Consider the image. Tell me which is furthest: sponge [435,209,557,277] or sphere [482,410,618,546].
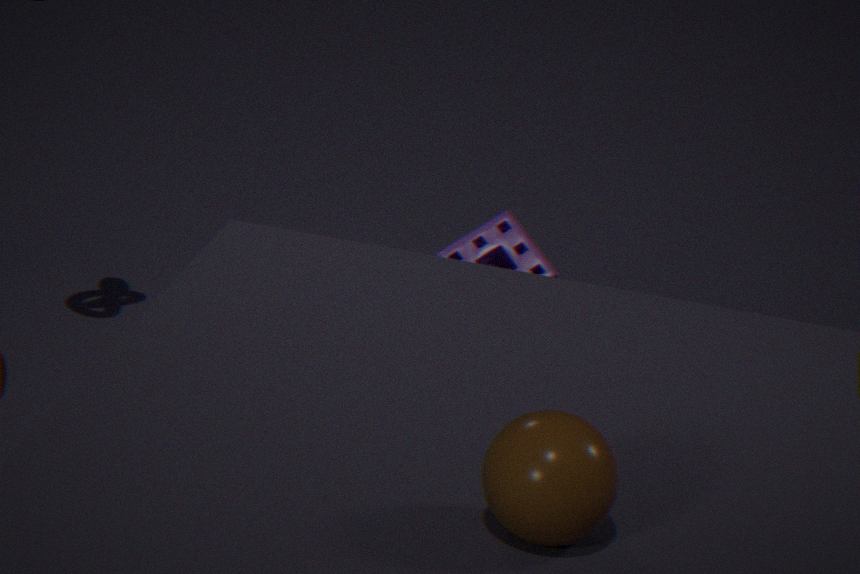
sponge [435,209,557,277]
